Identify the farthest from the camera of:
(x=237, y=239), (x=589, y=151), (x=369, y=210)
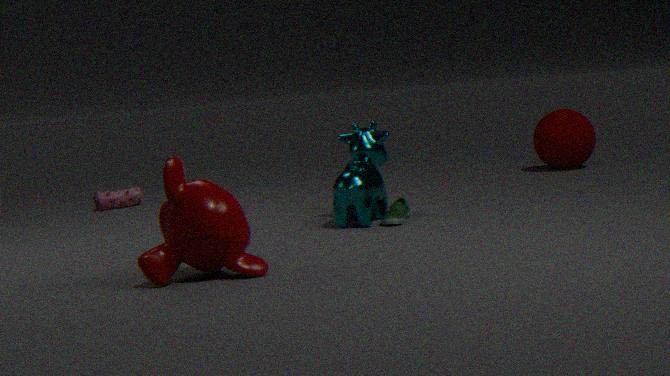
(x=589, y=151)
